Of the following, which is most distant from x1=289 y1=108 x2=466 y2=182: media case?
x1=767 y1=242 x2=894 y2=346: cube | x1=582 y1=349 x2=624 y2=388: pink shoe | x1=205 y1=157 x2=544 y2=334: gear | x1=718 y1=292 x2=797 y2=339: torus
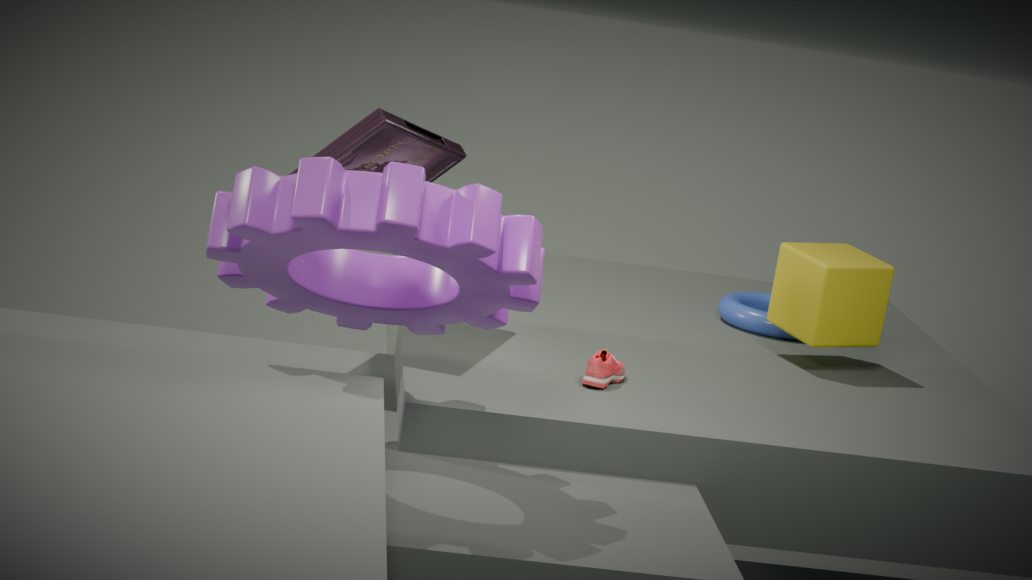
x1=718 y1=292 x2=797 y2=339: torus
